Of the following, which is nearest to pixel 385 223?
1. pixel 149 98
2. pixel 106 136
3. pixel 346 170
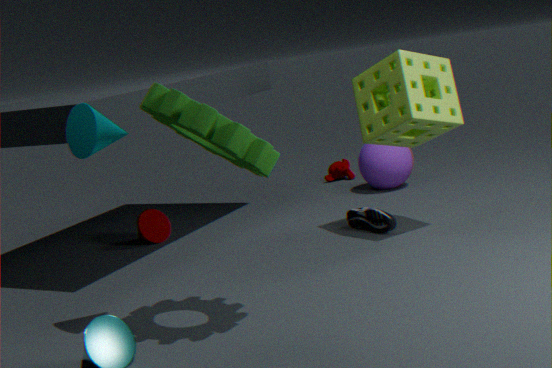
pixel 346 170
